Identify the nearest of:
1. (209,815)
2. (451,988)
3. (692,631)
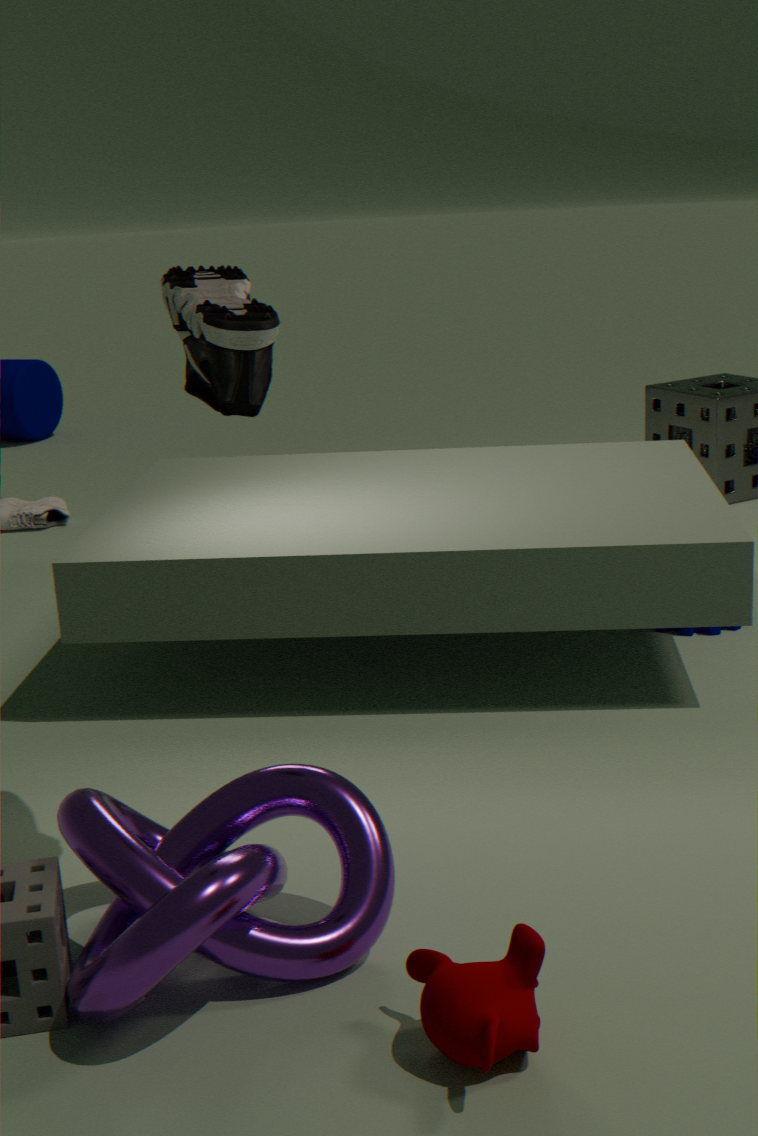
(451,988)
